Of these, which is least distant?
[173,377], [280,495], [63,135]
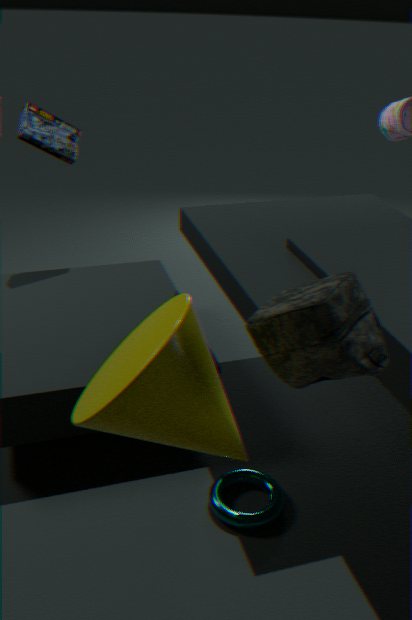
[173,377]
